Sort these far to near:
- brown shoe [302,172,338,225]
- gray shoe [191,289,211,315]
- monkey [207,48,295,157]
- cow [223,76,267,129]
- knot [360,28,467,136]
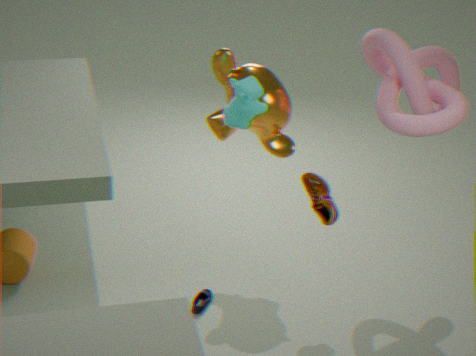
gray shoe [191,289,211,315], monkey [207,48,295,157], brown shoe [302,172,338,225], knot [360,28,467,136], cow [223,76,267,129]
